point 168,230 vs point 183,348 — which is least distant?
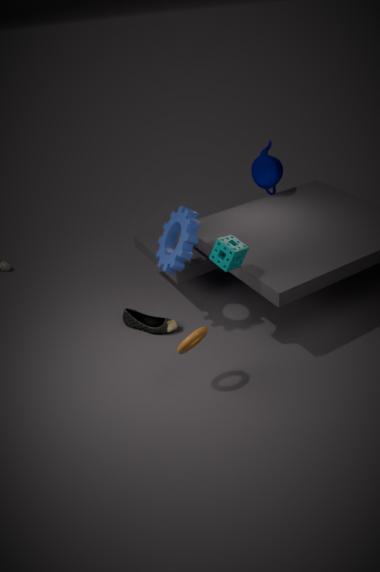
point 183,348
